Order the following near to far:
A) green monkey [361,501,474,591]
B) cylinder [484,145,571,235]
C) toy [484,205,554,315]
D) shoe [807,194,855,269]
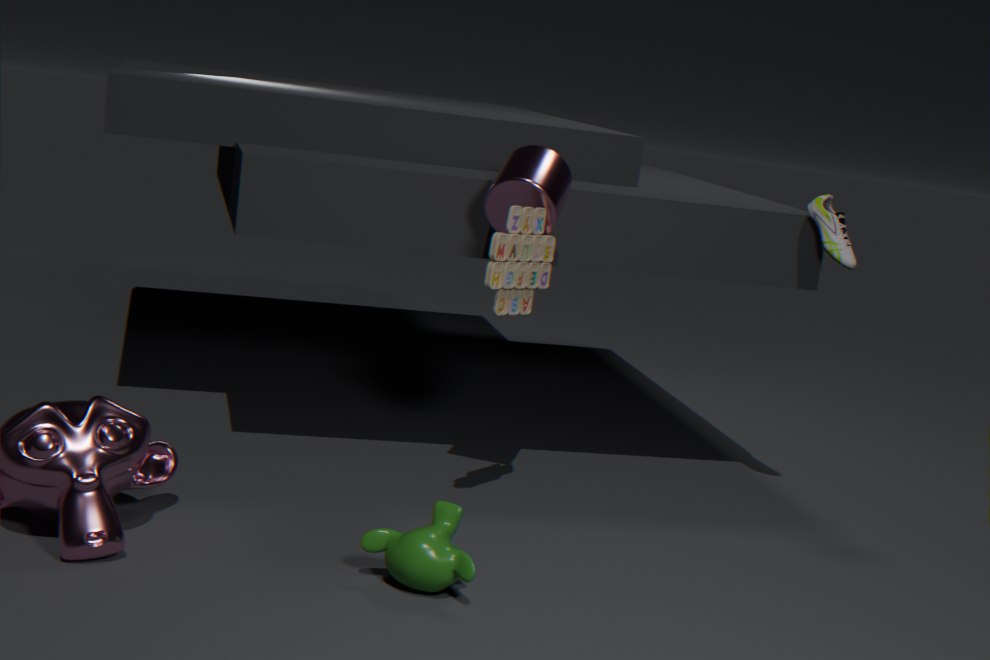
green monkey [361,501,474,591]
toy [484,205,554,315]
cylinder [484,145,571,235]
shoe [807,194,855,269]
